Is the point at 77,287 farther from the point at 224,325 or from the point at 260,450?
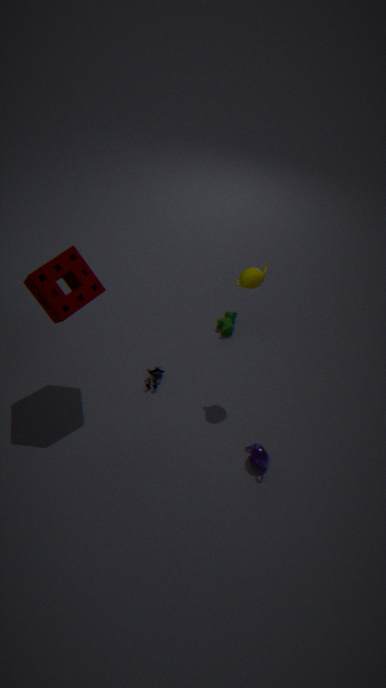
the point at 260,450
